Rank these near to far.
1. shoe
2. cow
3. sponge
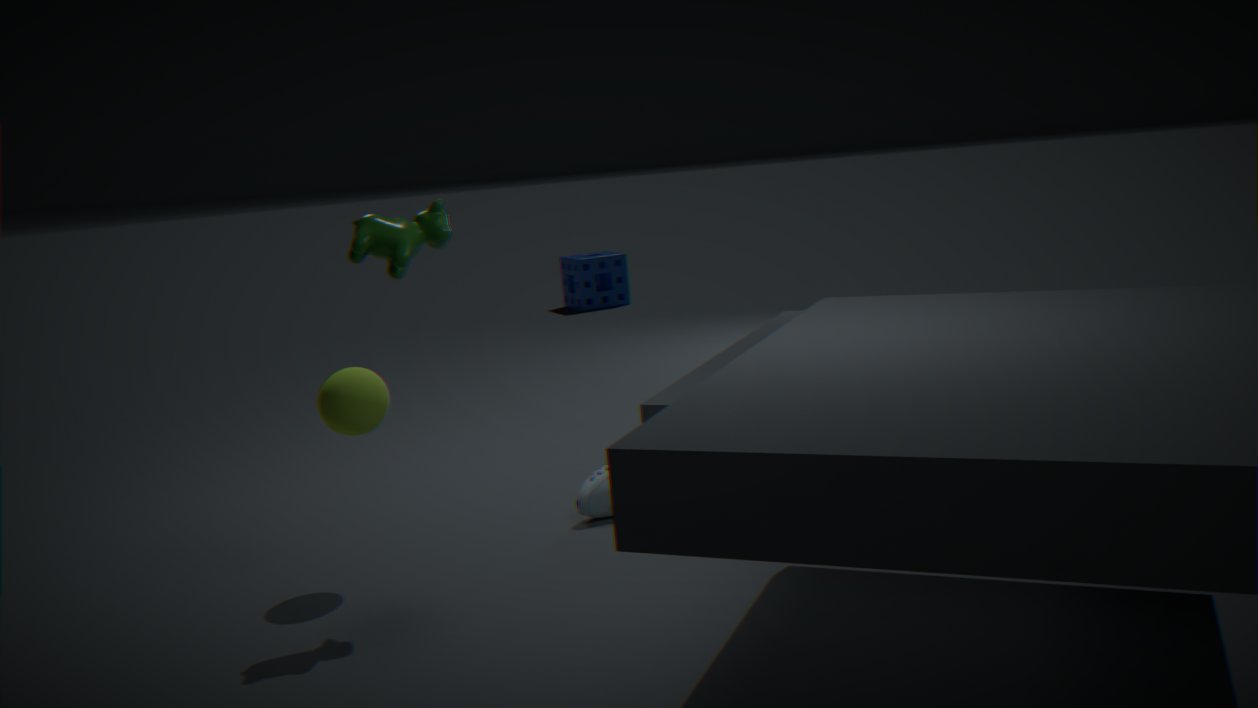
cow < shoe < sponge
